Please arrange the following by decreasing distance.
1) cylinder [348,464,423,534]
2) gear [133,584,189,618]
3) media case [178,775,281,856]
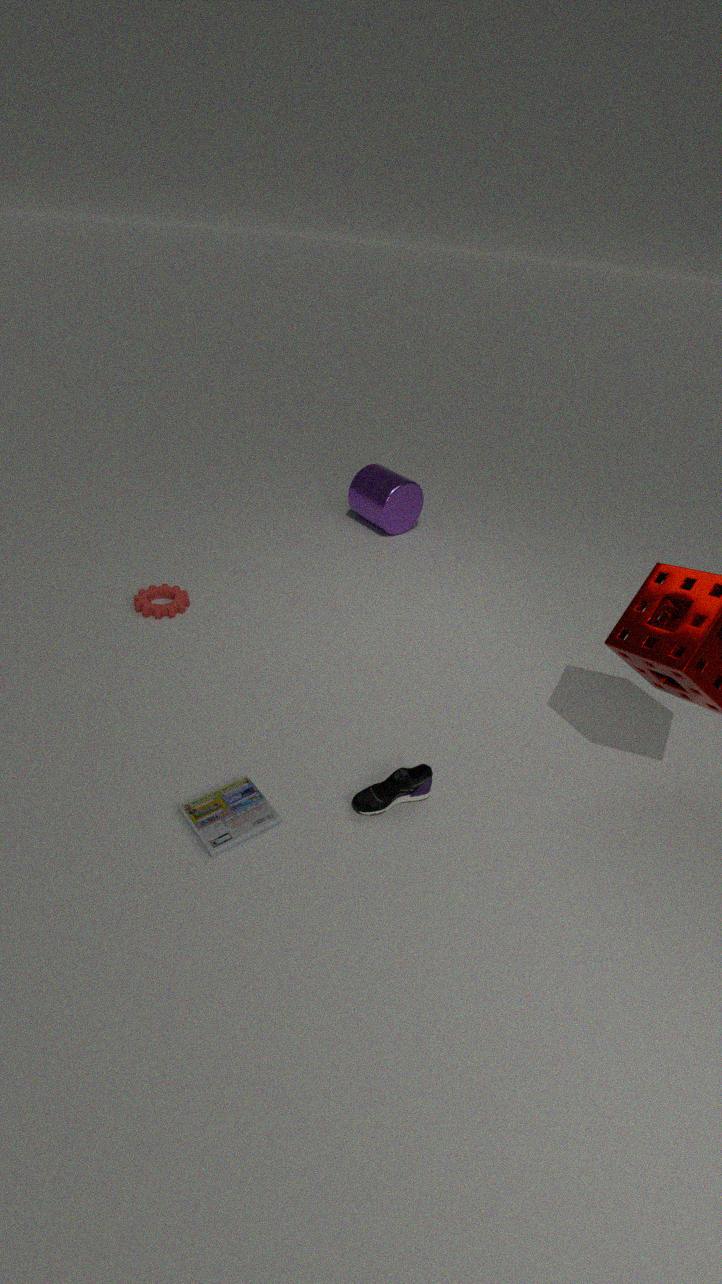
1. 1. cylinder [348,464,423,534]
2. 2. gear [133,584,189,618]
3. 3. media case [178,775,281,856]
